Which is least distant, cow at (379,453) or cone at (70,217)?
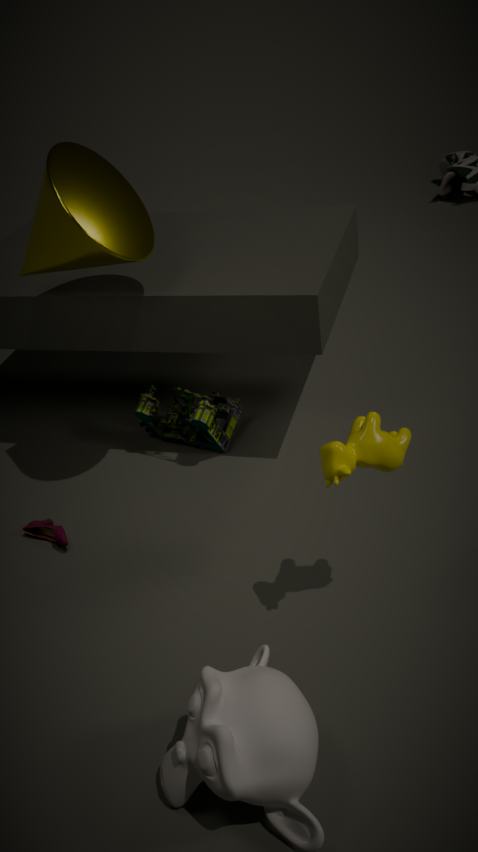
cow at (379,453)
